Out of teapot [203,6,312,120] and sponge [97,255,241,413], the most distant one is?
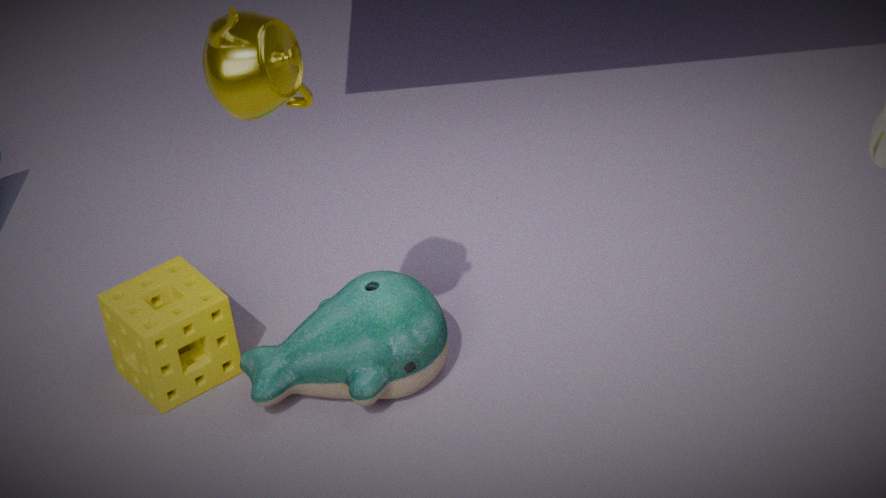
sponge [97,255,241,413]
